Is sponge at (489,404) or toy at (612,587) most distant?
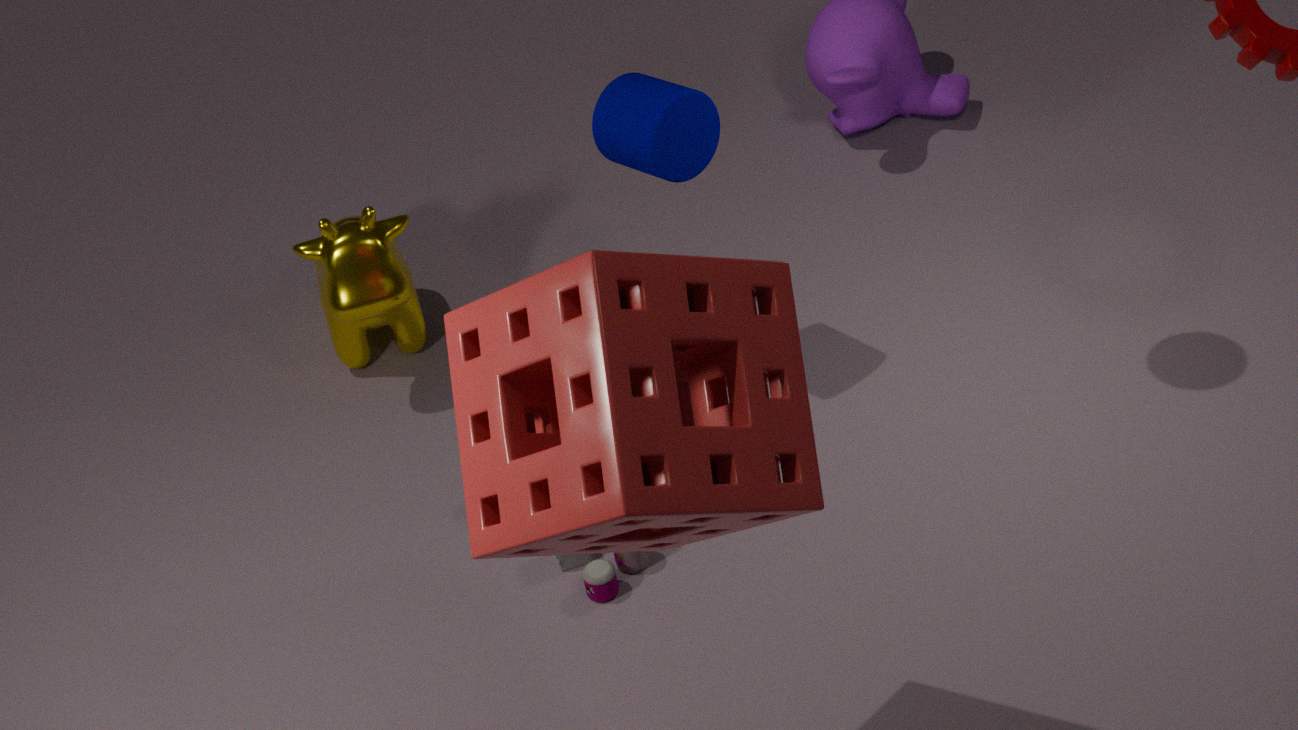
toy at (612,587)
